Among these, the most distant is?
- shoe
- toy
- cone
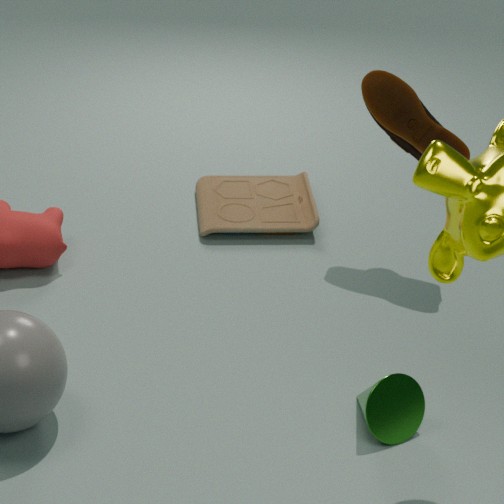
toy
